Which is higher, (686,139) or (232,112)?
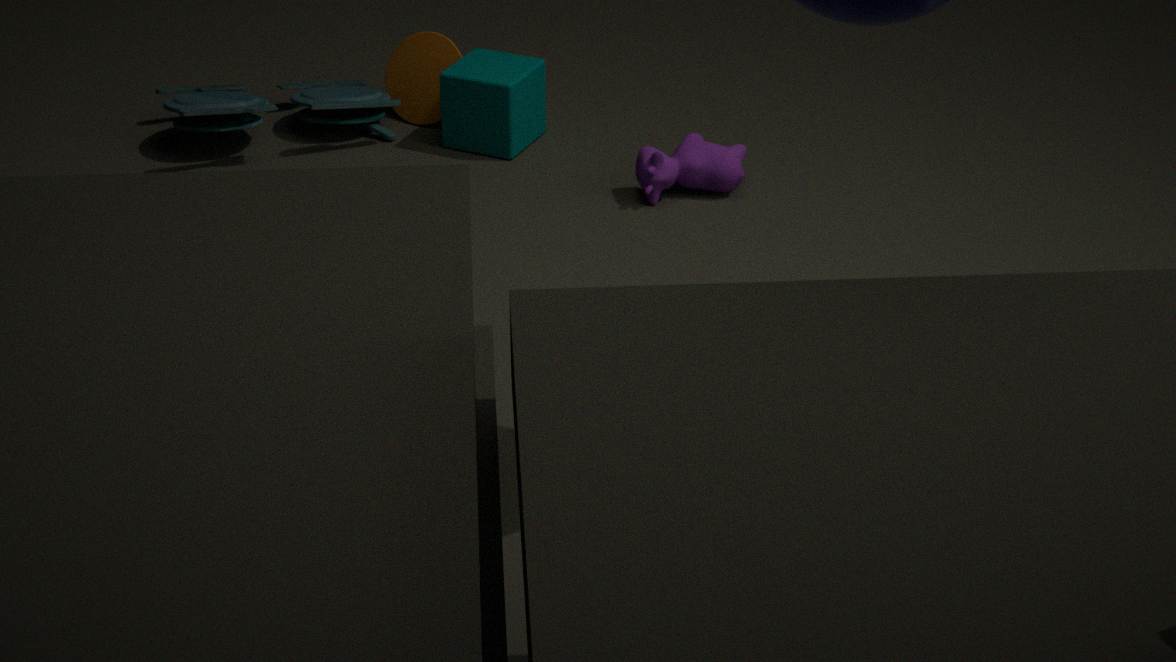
(232,112)
